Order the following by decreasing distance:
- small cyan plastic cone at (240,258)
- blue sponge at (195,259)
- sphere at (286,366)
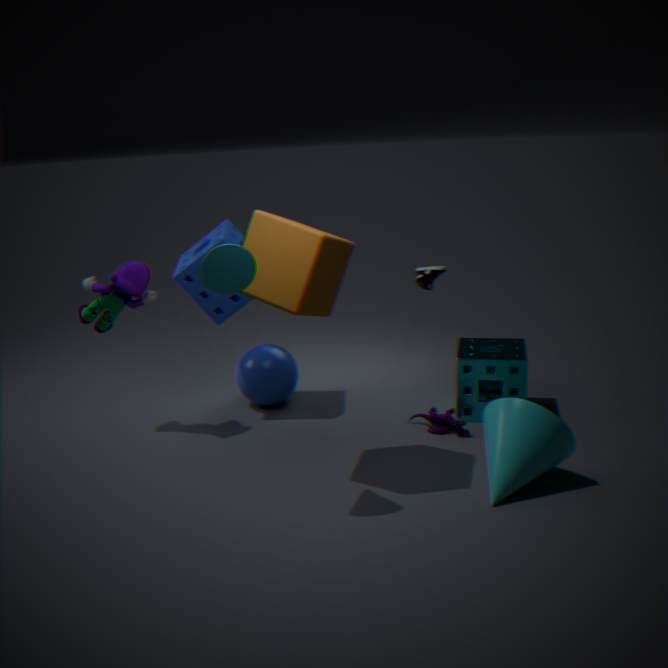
sphere at (286,366), blue sponge at (195,259), small cyan plastic cone at (240,258)
